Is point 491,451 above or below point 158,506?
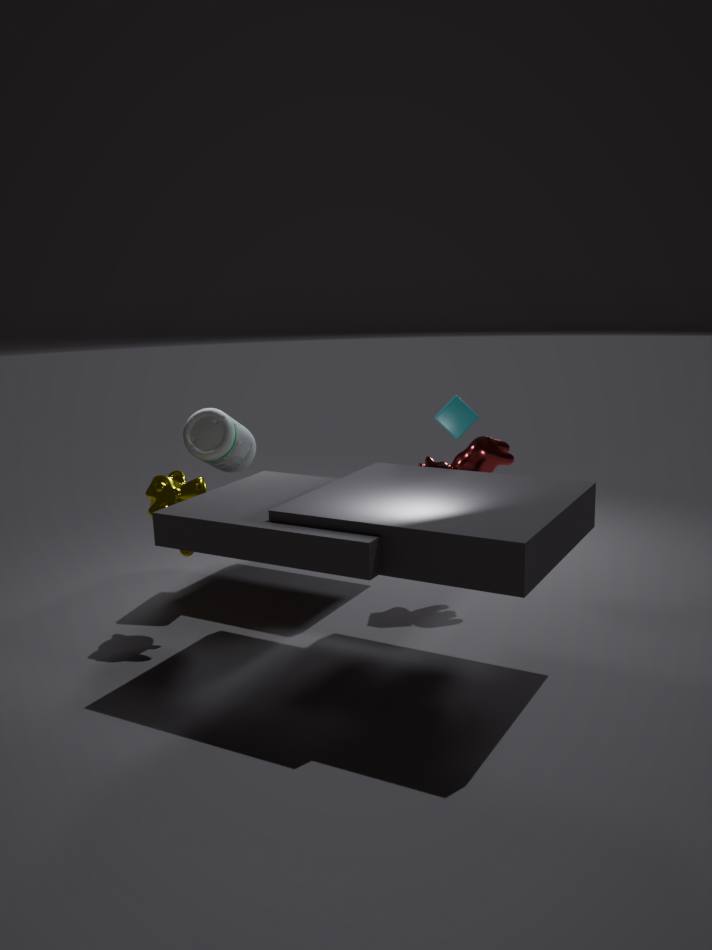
above
